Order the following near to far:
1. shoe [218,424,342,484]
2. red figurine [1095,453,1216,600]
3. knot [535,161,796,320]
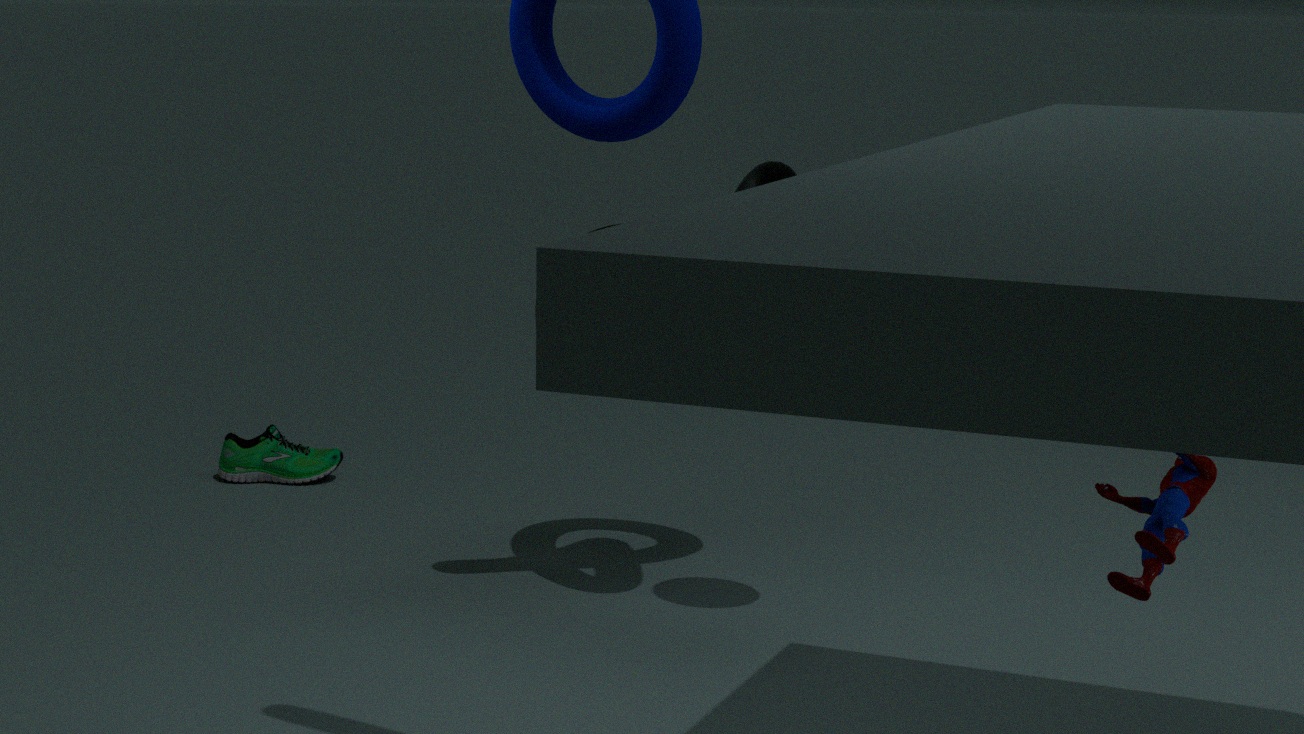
red figurine [1095,453,1216,600]
knot [535,161,796,320]
shoe [218,424,342,484]
